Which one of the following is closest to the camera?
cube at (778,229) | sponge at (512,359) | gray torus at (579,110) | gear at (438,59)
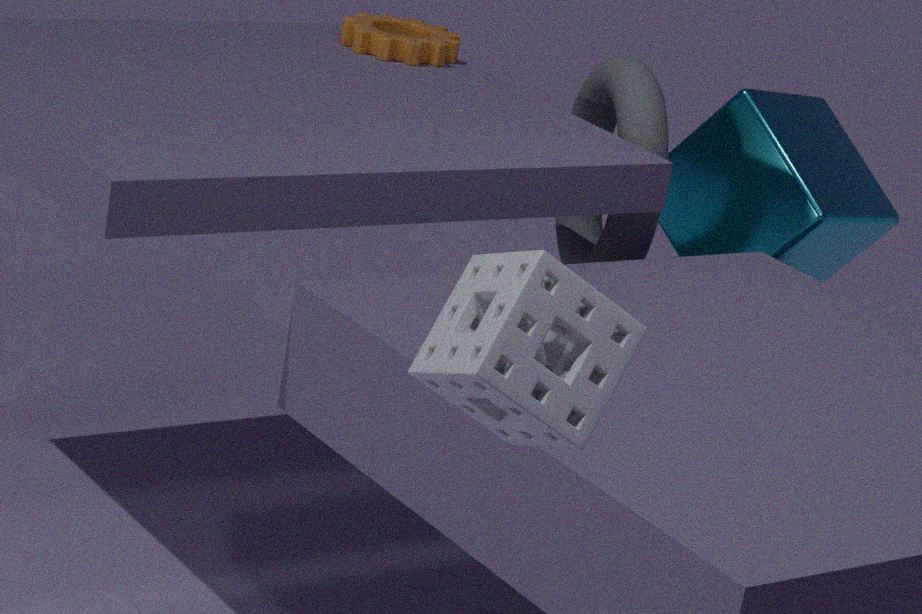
sponge at (512,359)
